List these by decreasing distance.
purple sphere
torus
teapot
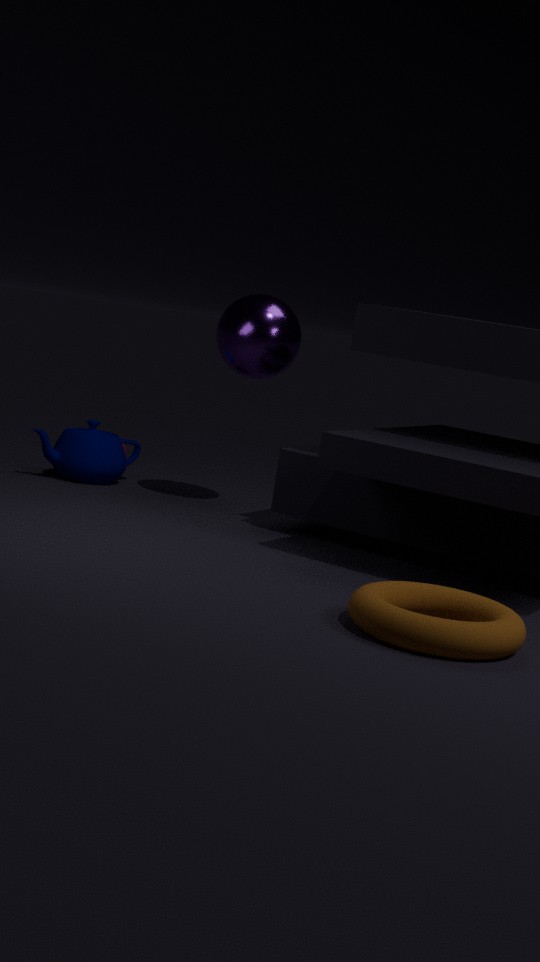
1. teapot
2. purple sphere
3. torus
